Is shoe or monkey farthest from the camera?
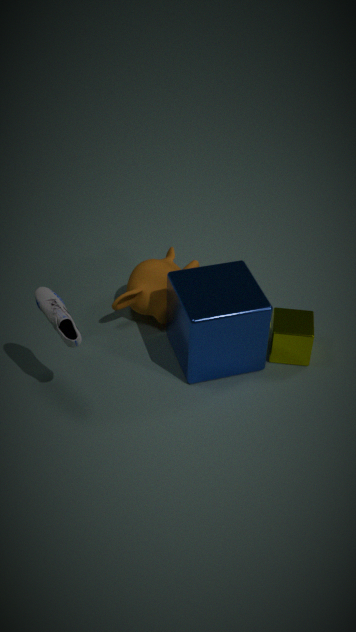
monkey
